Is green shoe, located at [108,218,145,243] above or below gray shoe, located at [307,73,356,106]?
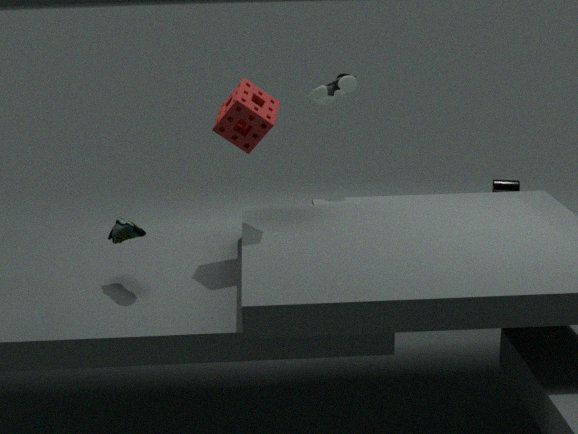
below
